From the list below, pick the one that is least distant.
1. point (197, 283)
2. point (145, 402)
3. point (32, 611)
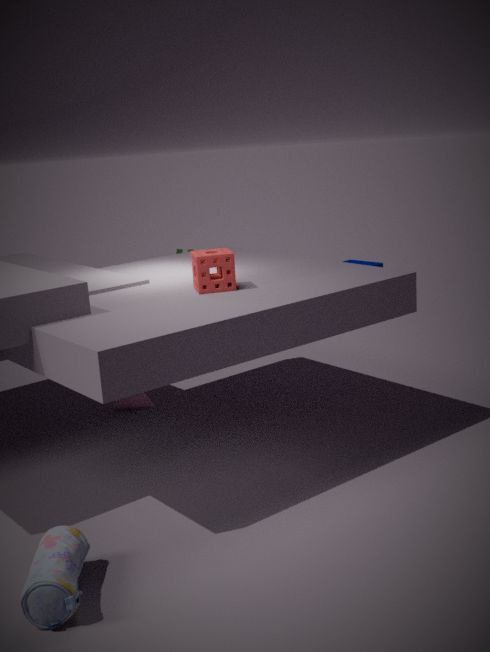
point (32, 611)
